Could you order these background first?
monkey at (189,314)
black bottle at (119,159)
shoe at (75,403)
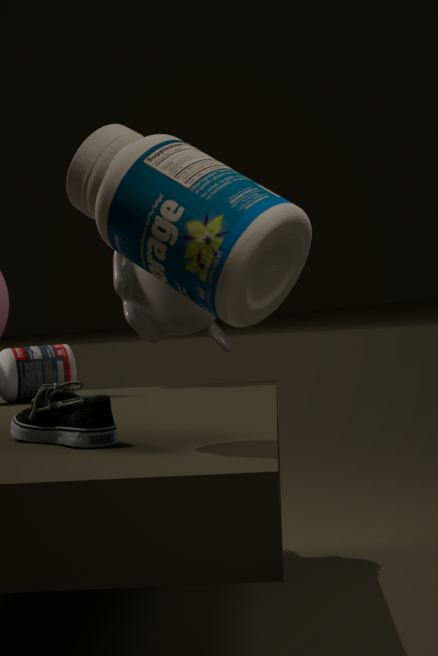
monkey at (189,314)
shoe at (75,403)
black bottle at (119,159)
